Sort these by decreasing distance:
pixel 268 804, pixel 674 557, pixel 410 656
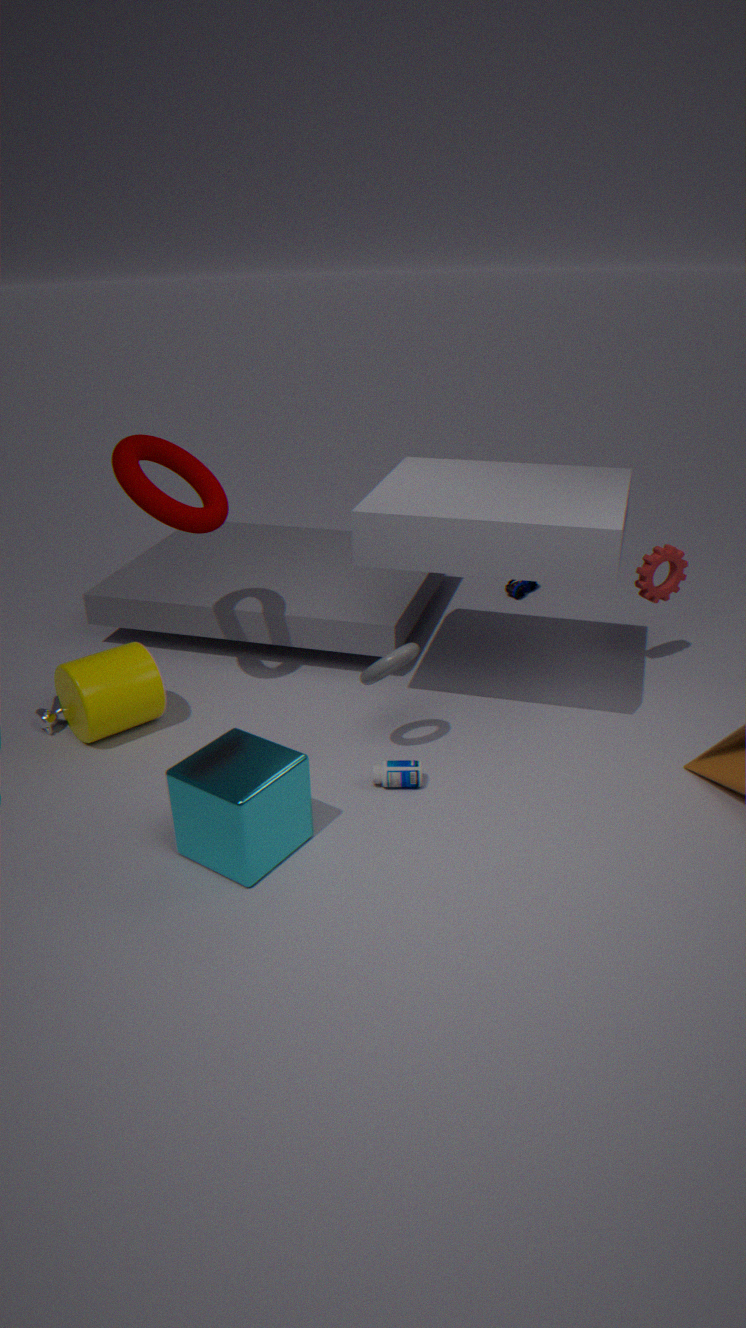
pixel 674 557
pixel 410 656
pixel 268 804
